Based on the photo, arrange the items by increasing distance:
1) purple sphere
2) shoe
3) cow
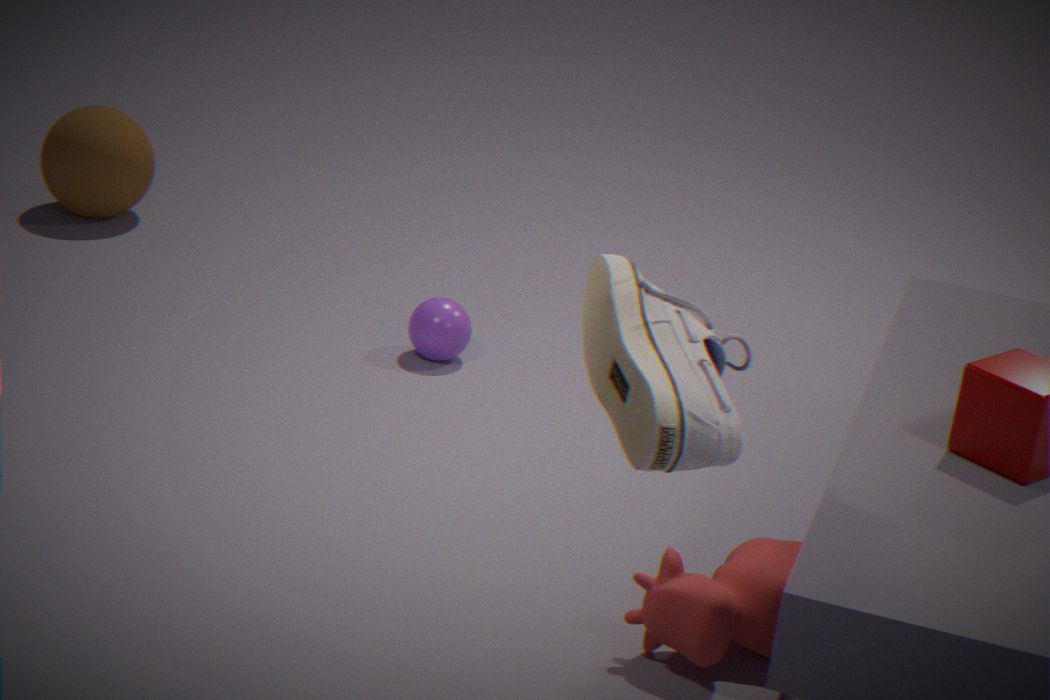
2. shoe, 3. cow, 1. purple sphere
